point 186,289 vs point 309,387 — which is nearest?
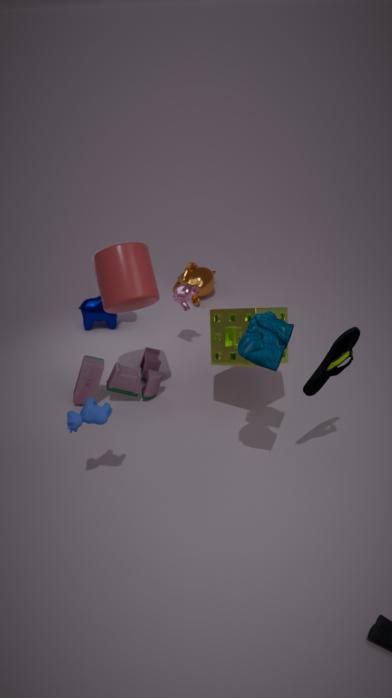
point 309,387
